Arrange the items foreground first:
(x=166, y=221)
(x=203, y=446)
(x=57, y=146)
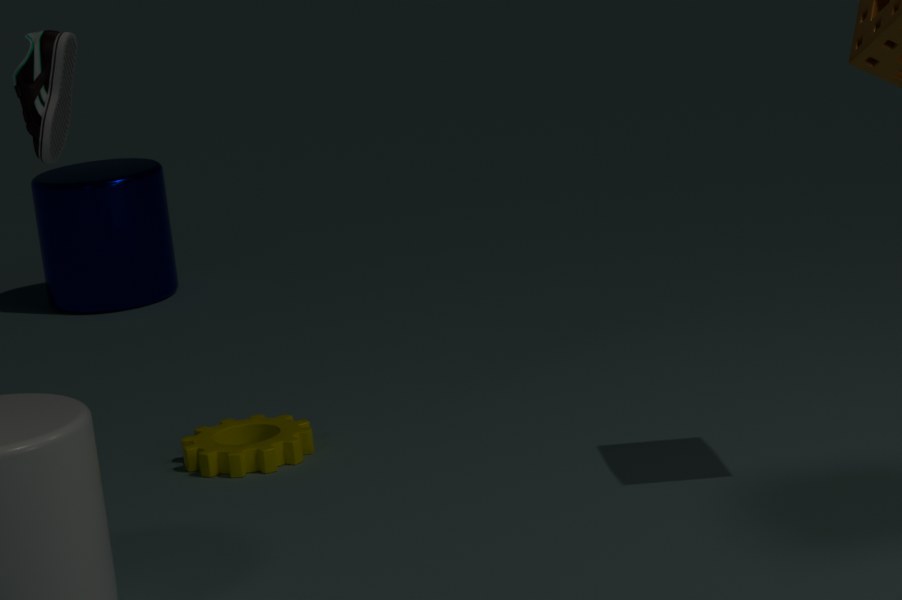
(x=57, y=146)
(x=203, y=446)
(x=166, y=221)
